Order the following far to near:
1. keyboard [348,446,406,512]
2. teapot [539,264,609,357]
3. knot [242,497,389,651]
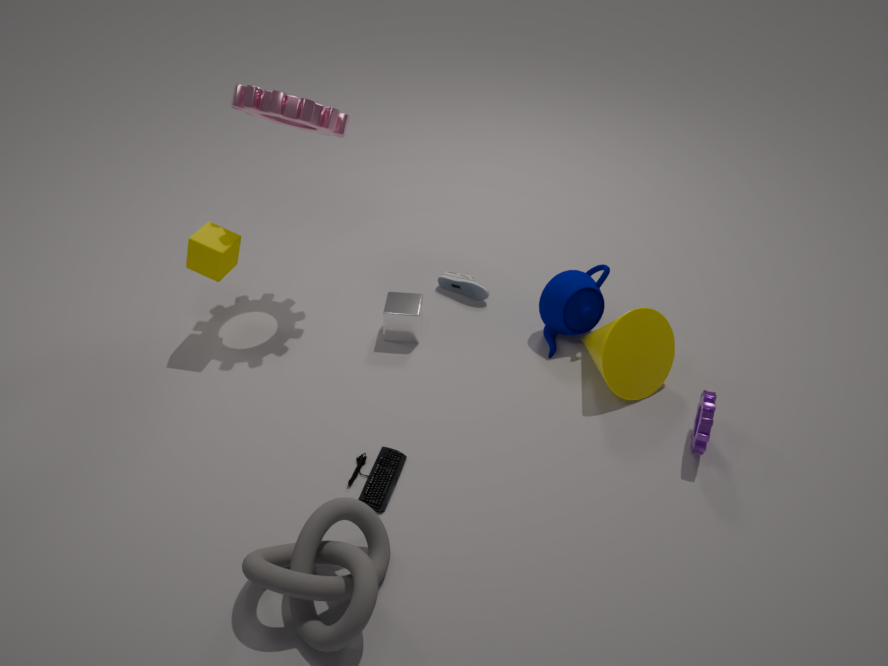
teapot [539,264,609,357] < keyboard [348,446,406,512] < knot [242,497,389,651]
